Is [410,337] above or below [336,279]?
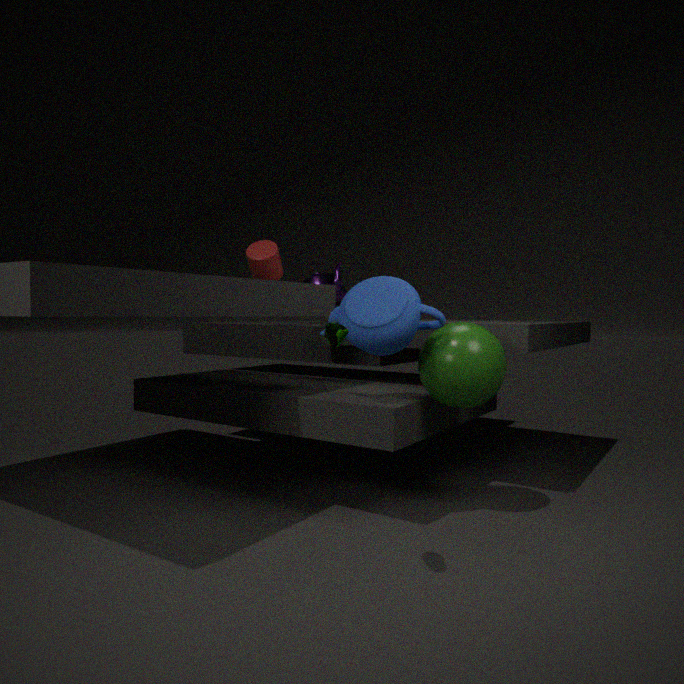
below
